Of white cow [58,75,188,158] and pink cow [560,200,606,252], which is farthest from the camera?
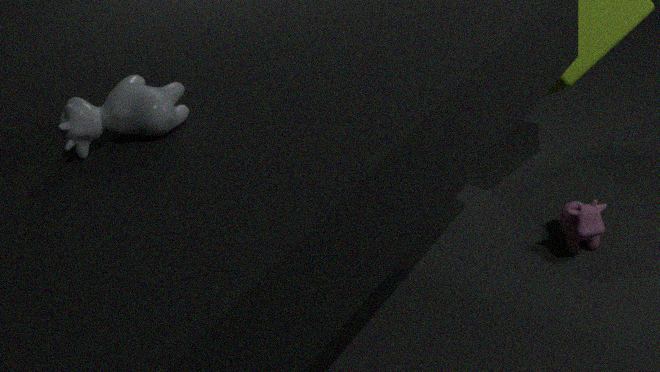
pink cow [560,200,606,252]
